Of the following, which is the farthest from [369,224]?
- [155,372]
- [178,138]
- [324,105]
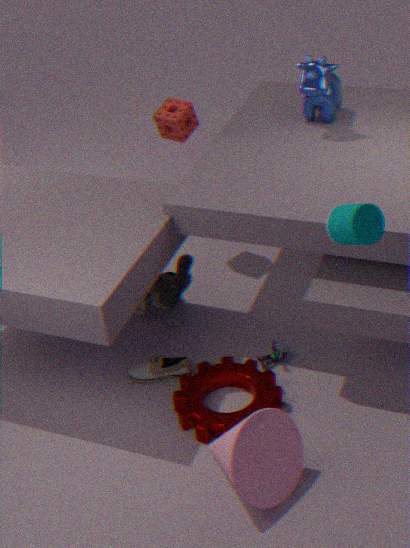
[178,138]
